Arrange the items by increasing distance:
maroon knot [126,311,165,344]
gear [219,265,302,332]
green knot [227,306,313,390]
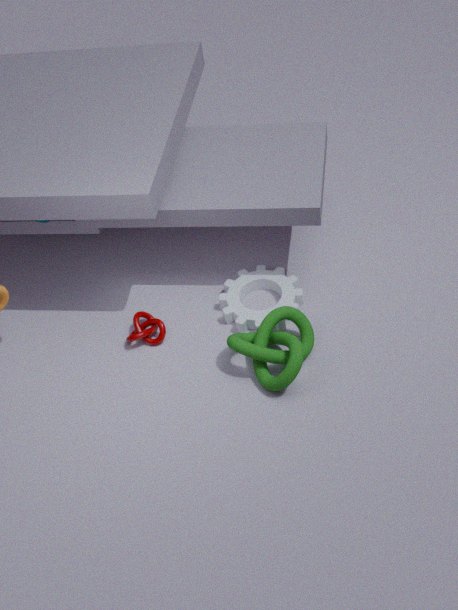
green knot [227,306,313,390] < gear [219,265,302,332] < maroon knot [126,311,165,344]
